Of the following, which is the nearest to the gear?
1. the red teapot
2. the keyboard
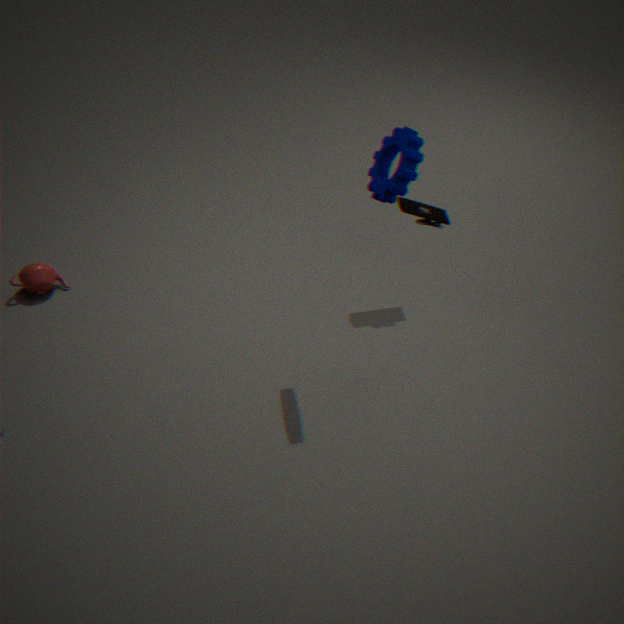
the keyboard
